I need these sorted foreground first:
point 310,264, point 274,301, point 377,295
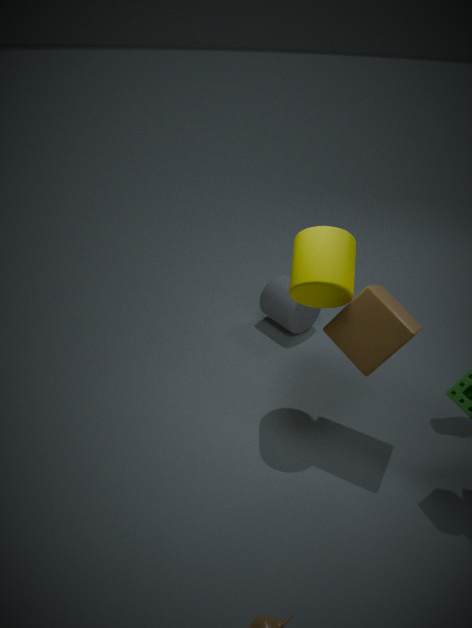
point 377,295, point 310,264, point 274,301
